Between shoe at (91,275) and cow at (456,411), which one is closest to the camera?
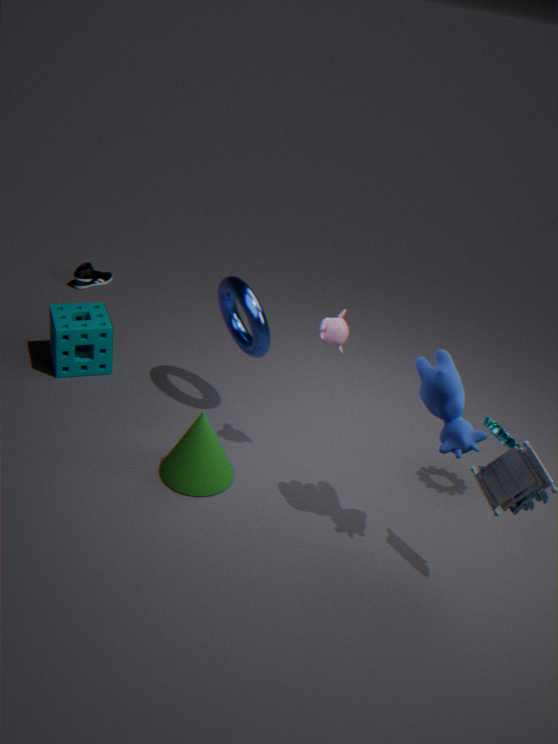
cow at (456,411)
